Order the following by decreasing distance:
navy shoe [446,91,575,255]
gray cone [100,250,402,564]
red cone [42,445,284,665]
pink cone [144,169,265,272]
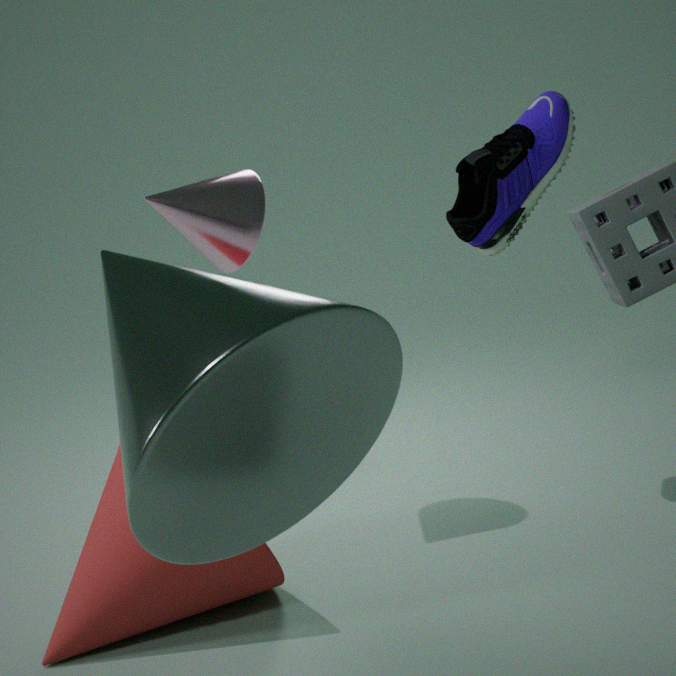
navy shoe [446,91,575,255] → pink cone [144,169,265,272] → red cone [42,445,284,665] → gray cone [100,250,402,564]
